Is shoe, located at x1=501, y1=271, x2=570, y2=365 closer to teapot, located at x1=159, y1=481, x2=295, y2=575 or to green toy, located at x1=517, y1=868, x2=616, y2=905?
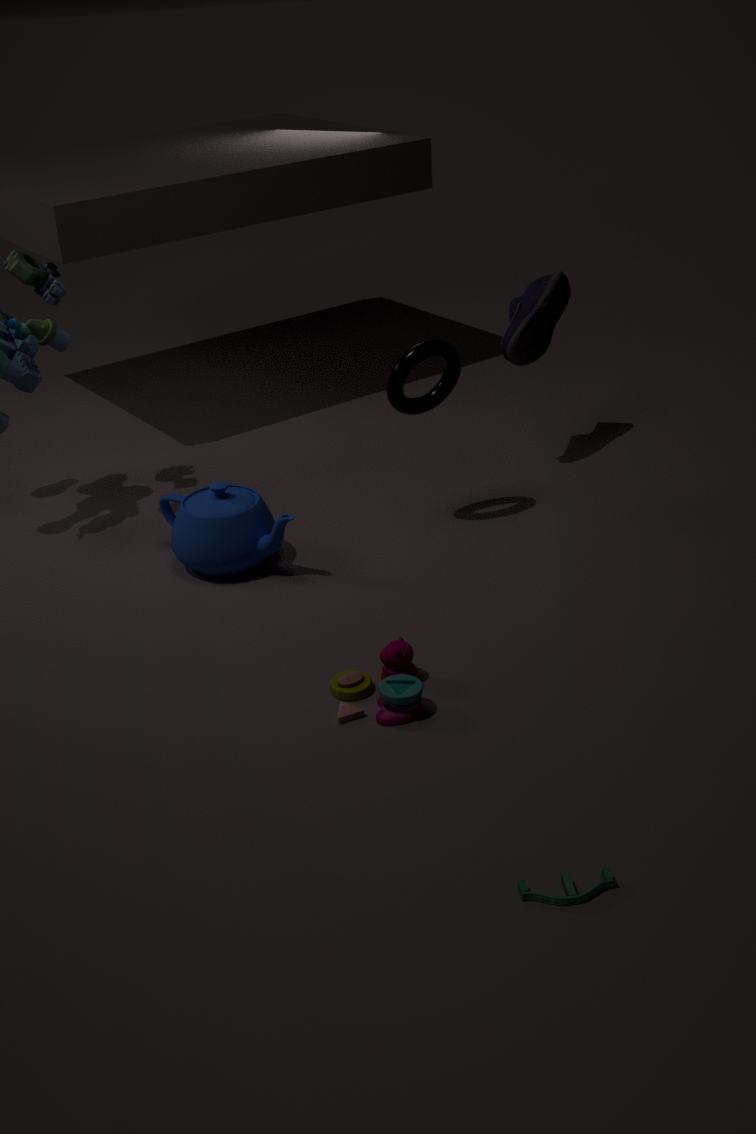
teapot, located at x1=159, y1=481, x2=295, y2=575
